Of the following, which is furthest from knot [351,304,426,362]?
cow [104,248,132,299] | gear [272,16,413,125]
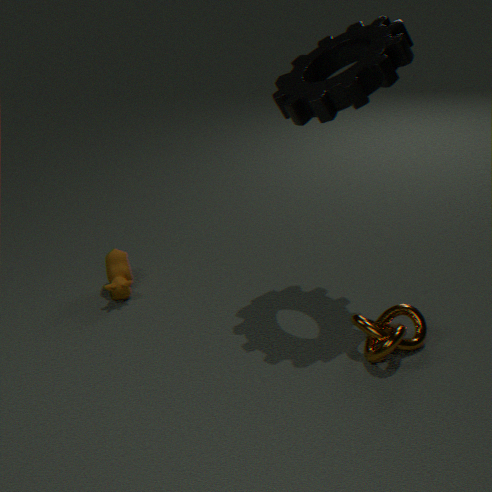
cow [104,248,132,299]
